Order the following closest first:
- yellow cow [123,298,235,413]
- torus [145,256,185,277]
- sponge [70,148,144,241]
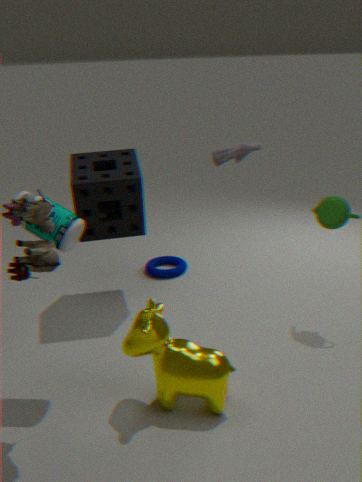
yellow cow [123,298,235,413] < sponge [70,148,144,241] < torus [145,256,185,277]
